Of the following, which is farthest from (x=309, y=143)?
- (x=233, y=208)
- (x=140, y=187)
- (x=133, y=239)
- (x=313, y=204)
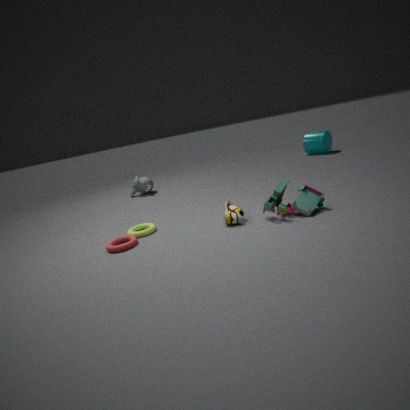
(x=133, y=239)
